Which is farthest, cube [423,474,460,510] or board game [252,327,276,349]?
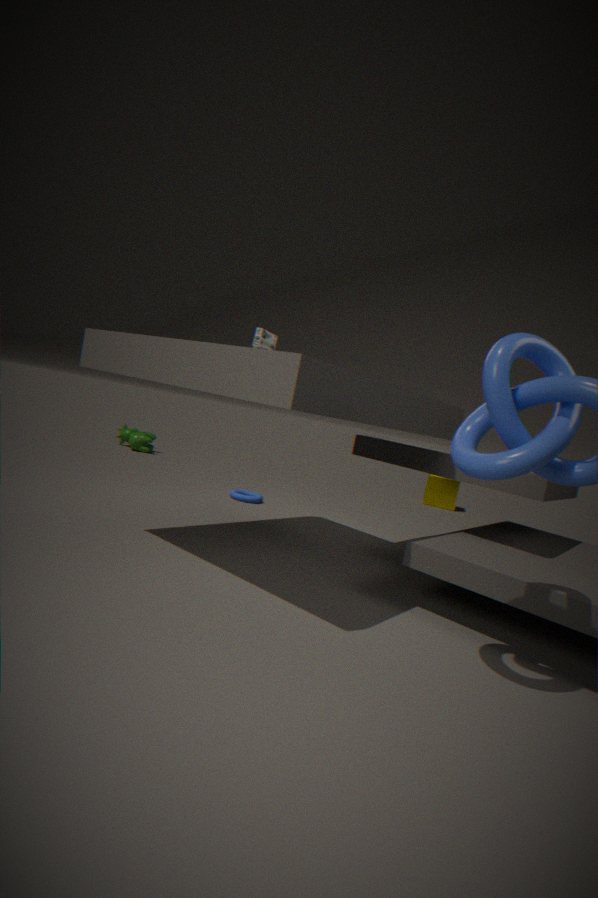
cube [423,474,460,510]
